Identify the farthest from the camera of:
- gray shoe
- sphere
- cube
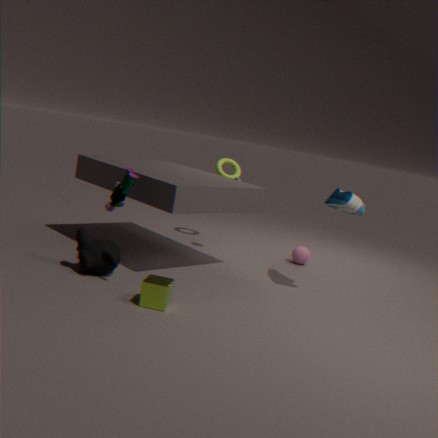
sphere
